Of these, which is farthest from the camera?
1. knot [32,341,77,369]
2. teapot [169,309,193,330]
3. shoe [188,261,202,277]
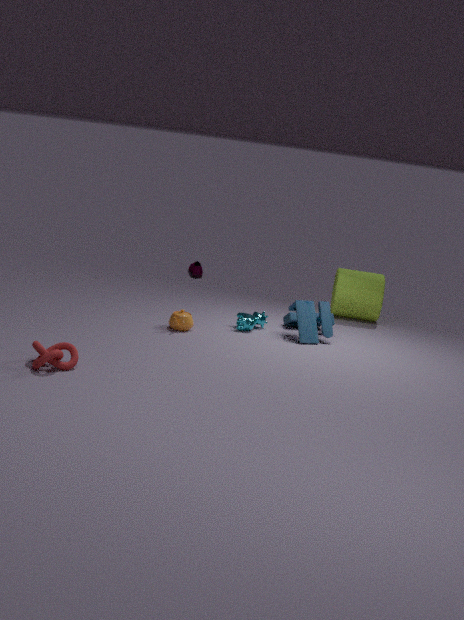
shoe [188,261,202,277]
